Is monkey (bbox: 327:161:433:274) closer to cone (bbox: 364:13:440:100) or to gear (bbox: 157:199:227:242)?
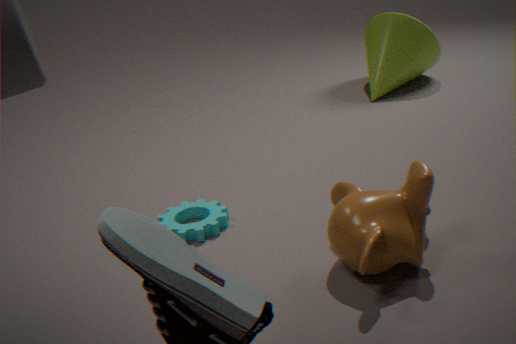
gear (bbox: 157:199:227:242)
